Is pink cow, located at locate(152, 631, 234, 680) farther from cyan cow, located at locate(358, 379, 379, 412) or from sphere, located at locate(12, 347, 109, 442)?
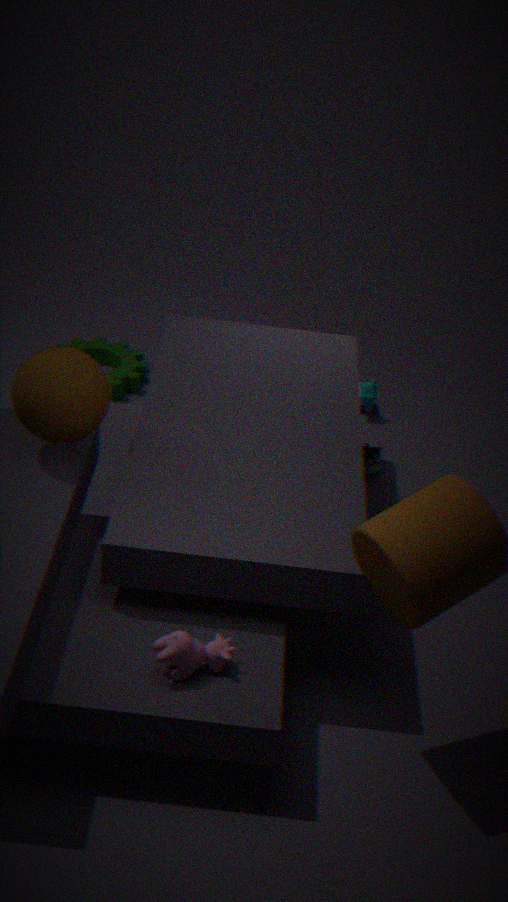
cyan cow, located at locate(358, 379, 379, 412)
